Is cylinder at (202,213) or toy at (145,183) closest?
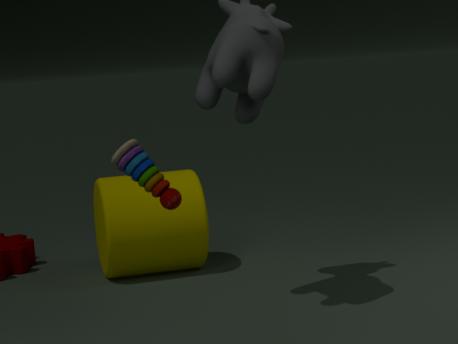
toy at (145,183)
